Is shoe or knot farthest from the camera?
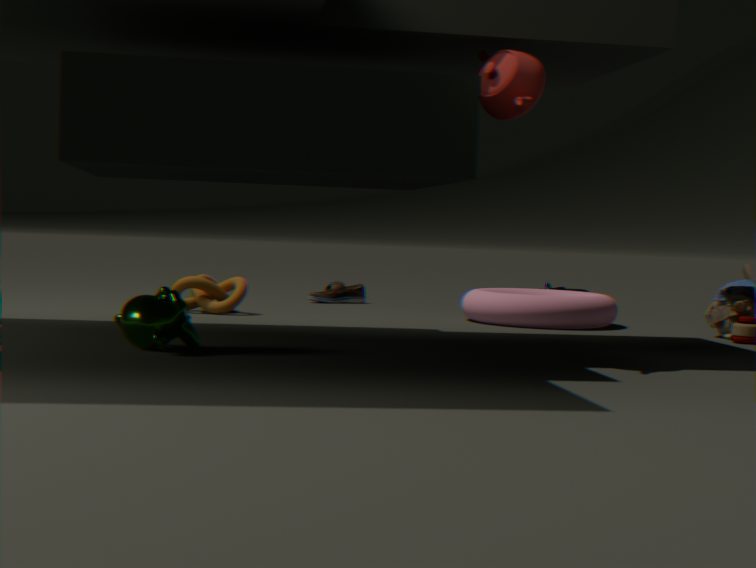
shoe
